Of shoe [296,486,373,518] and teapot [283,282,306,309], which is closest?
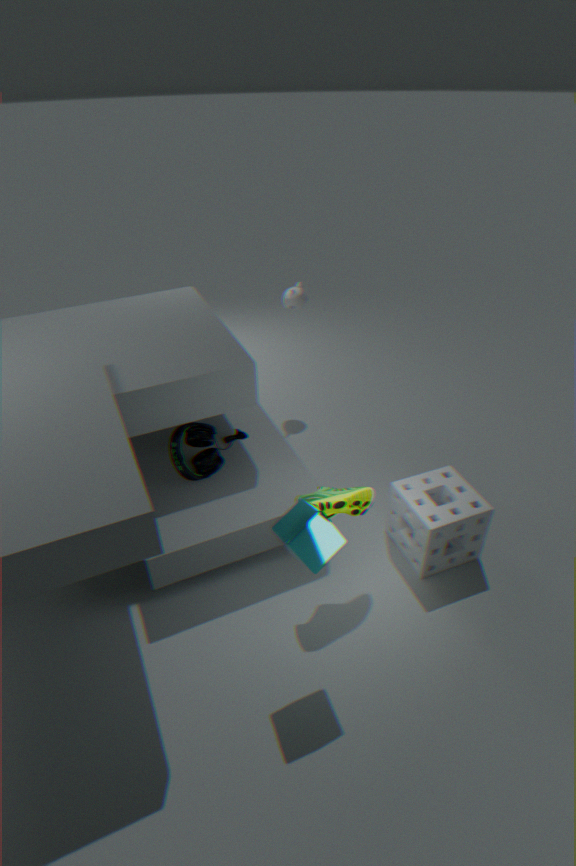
shoe [296,486,373,518]
